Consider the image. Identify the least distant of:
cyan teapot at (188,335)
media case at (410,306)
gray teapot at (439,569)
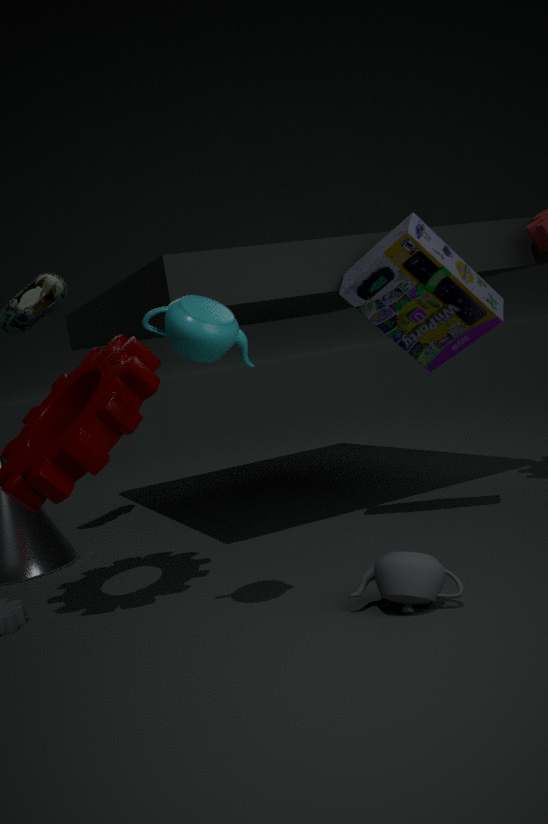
cyan teapot at (188,335)
